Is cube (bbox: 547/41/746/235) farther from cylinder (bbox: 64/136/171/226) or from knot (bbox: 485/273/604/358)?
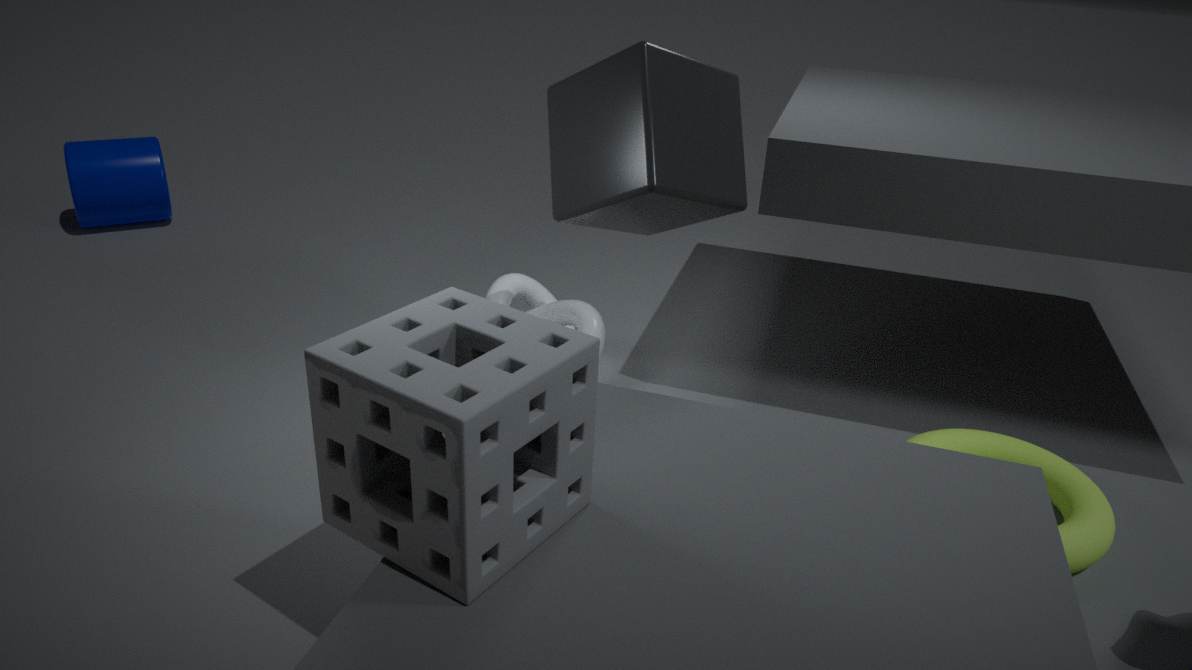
cylinder (bbox: 64/136/171/226)
